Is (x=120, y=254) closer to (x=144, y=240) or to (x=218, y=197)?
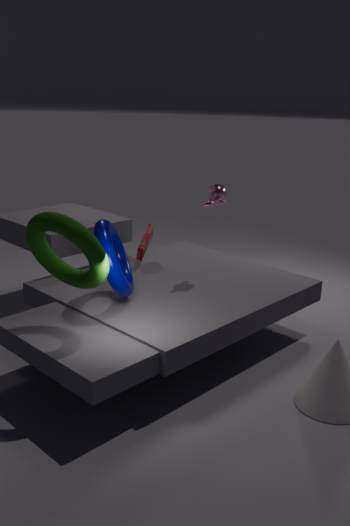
(x=144, y=240)
